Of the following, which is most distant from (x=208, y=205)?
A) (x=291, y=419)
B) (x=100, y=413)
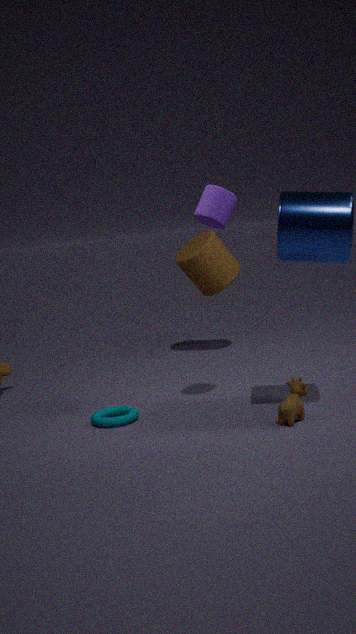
(x=100, y=413)
